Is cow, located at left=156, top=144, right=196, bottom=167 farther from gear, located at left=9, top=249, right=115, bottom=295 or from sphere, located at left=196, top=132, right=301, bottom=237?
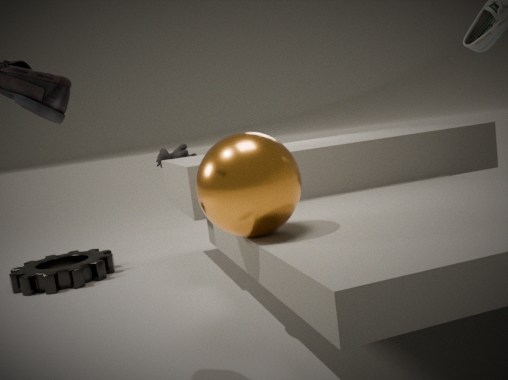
sphere, located at left=196, top=132, right=301, bottom=237
